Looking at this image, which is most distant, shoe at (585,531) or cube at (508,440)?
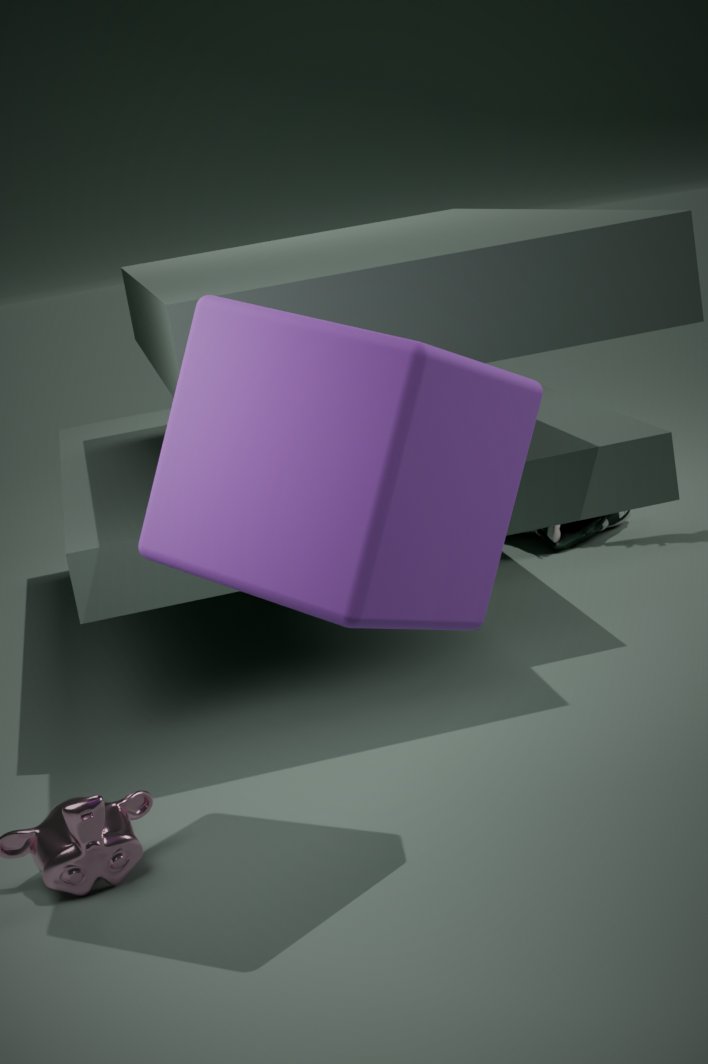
shoe at (585,531)
